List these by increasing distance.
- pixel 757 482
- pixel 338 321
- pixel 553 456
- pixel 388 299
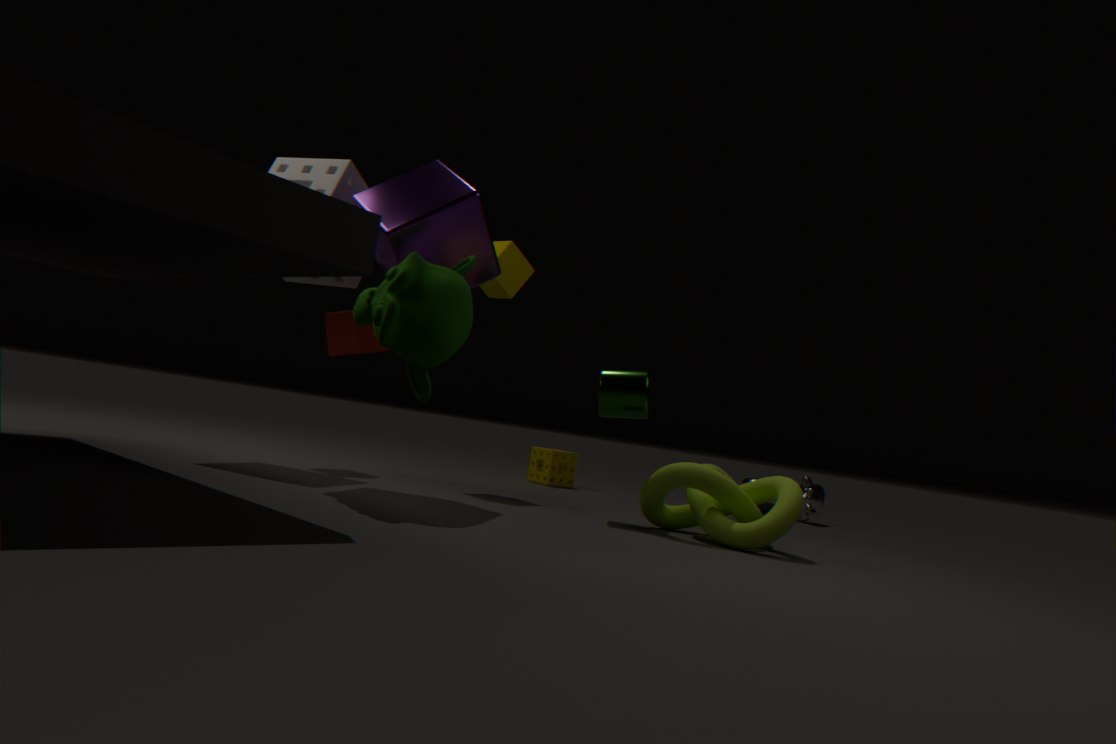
pixel 388 299 → pixel 757 482 → pixel 338 321 → pixel 553 456
